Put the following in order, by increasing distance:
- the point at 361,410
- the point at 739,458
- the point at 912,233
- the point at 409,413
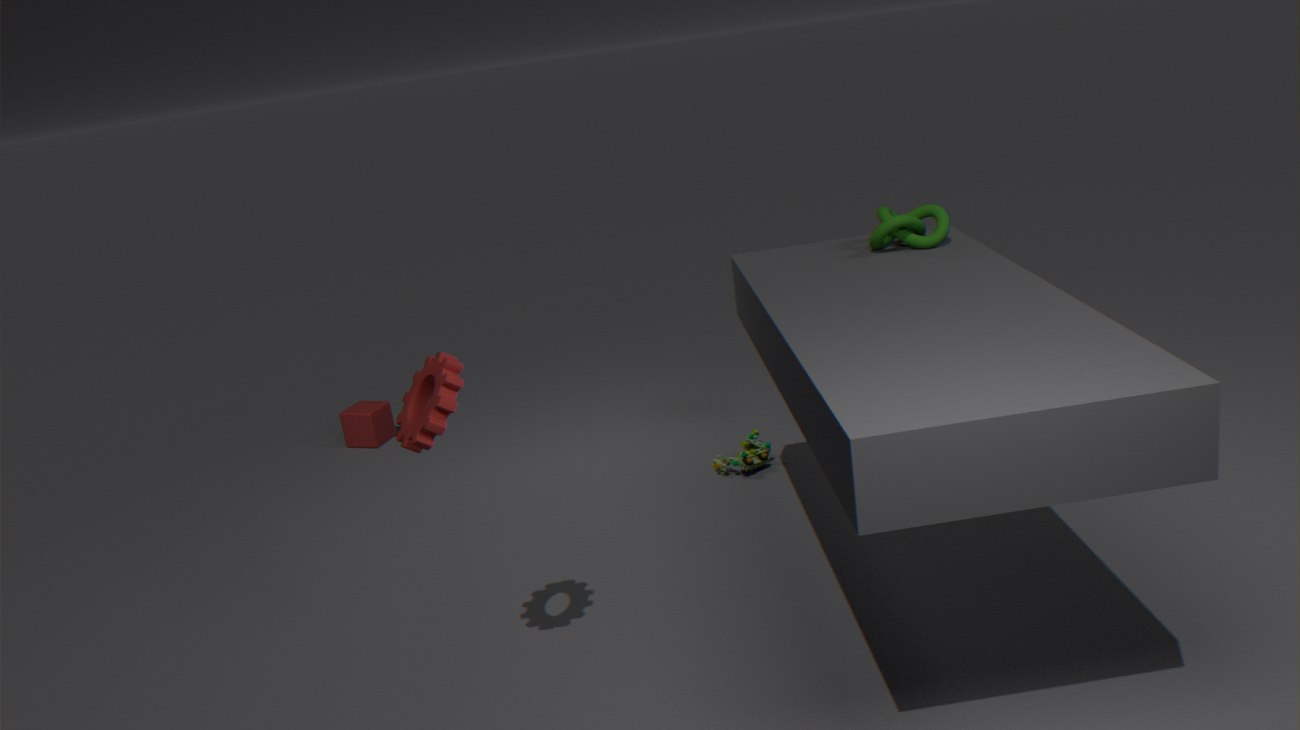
the point at 409,413, the point at 912,233, the point at 739,458, the point at 361,410
